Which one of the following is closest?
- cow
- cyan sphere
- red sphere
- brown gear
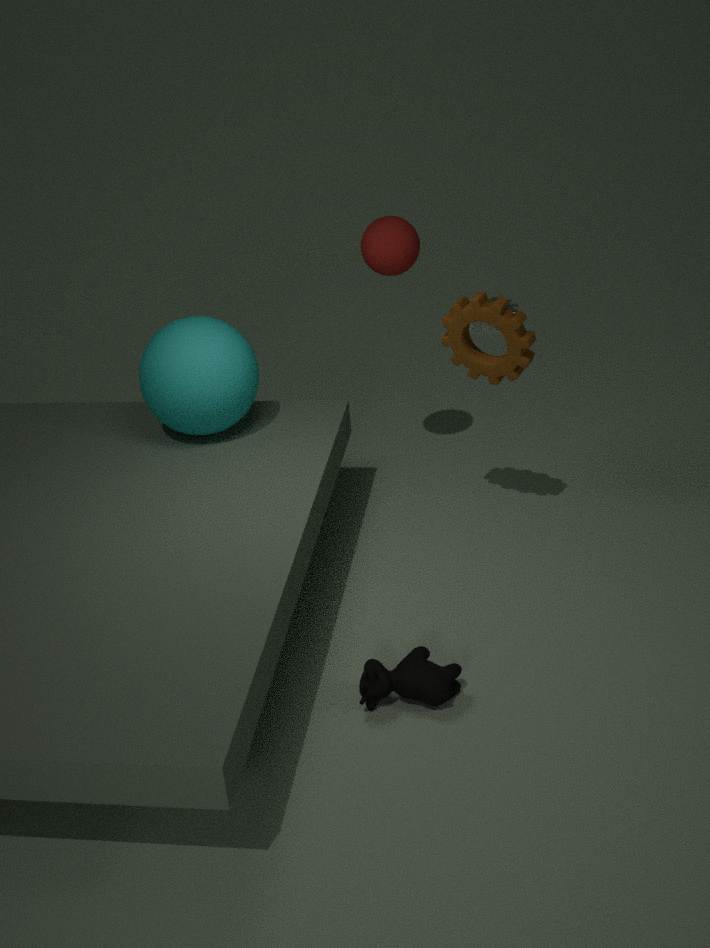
cow
